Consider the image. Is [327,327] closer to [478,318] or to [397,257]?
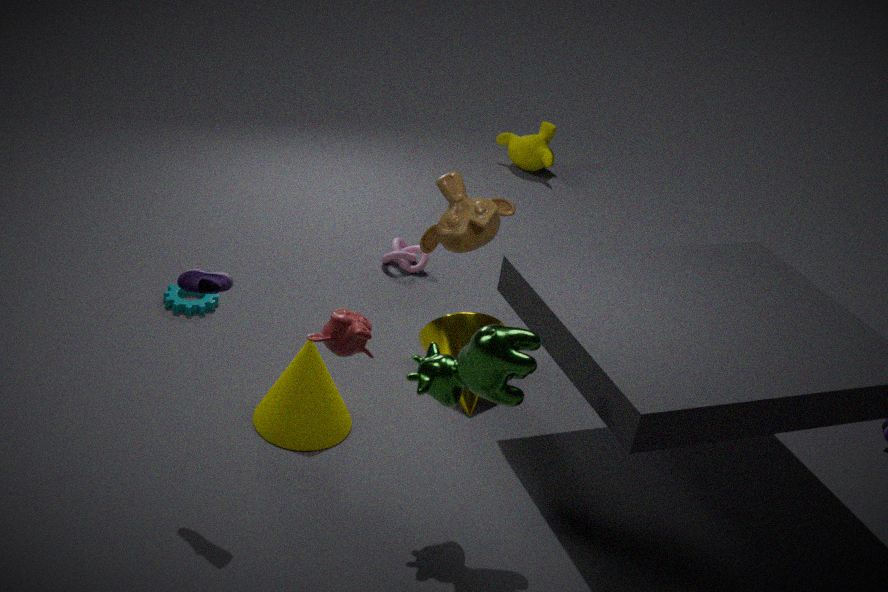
[478,318]
